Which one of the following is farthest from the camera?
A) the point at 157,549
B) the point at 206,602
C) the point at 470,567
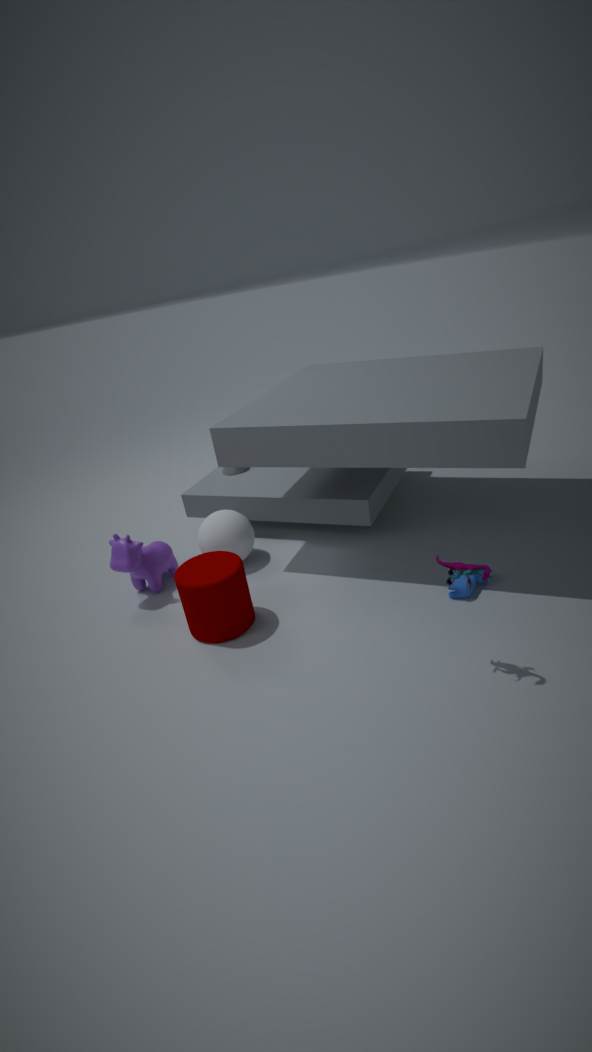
the point at 157,549
